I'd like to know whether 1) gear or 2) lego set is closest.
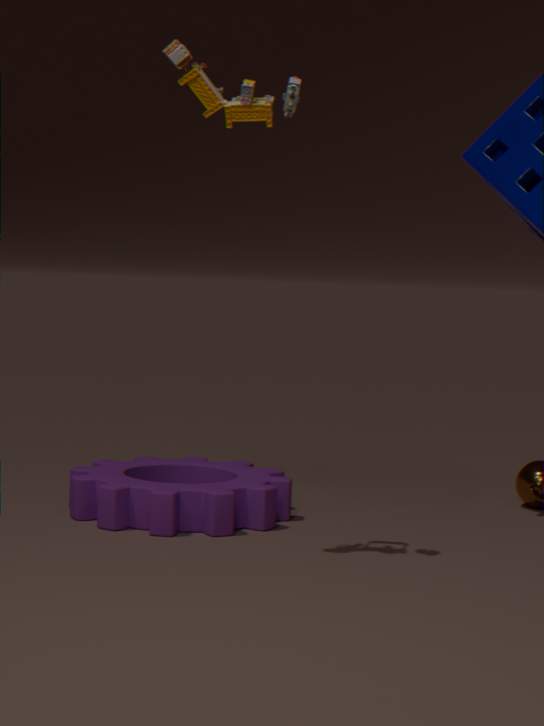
2. lego set
